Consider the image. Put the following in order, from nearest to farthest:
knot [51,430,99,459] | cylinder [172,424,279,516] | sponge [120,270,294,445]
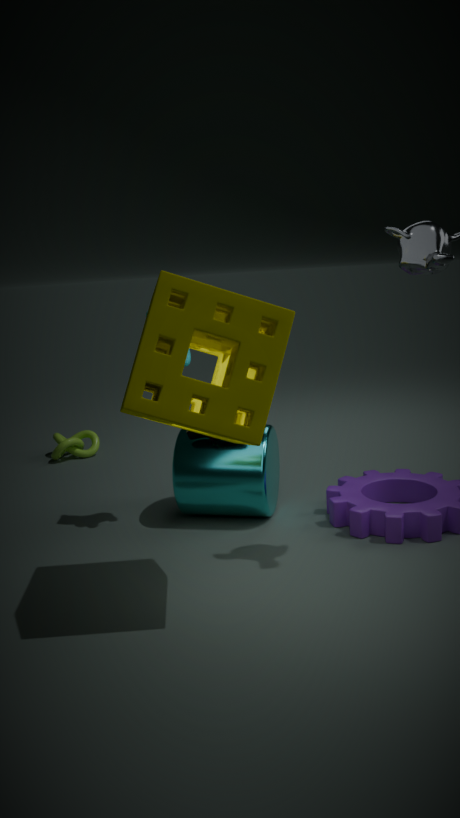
sponge [120,270,294,445] < cylinder [172,424,279,516] < knot [51,430,99,459]
